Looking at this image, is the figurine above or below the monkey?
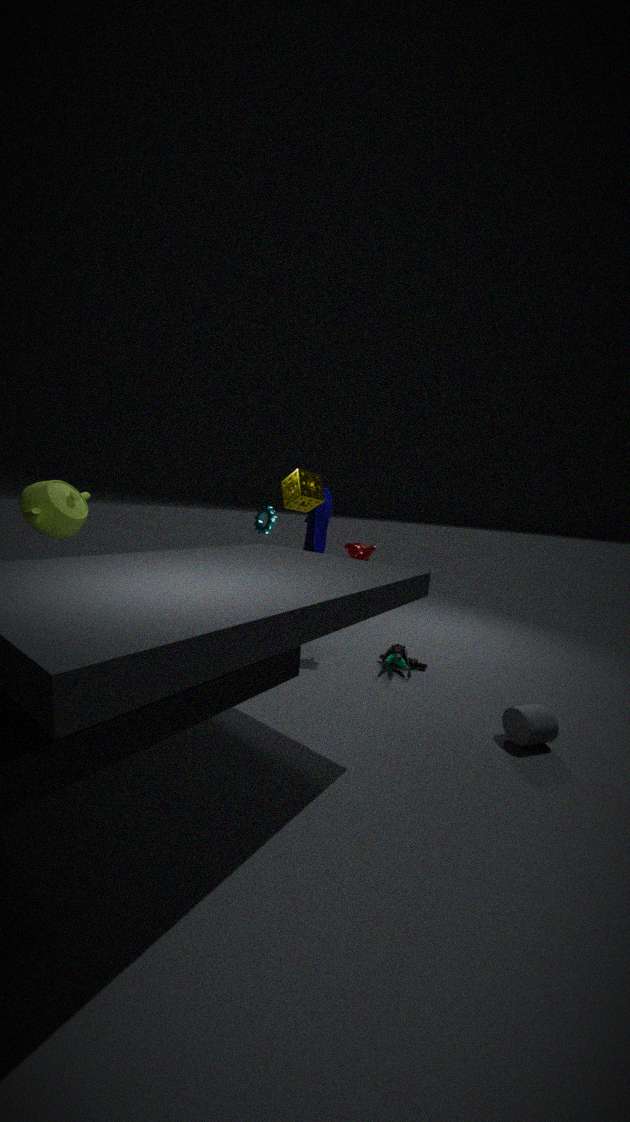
below
